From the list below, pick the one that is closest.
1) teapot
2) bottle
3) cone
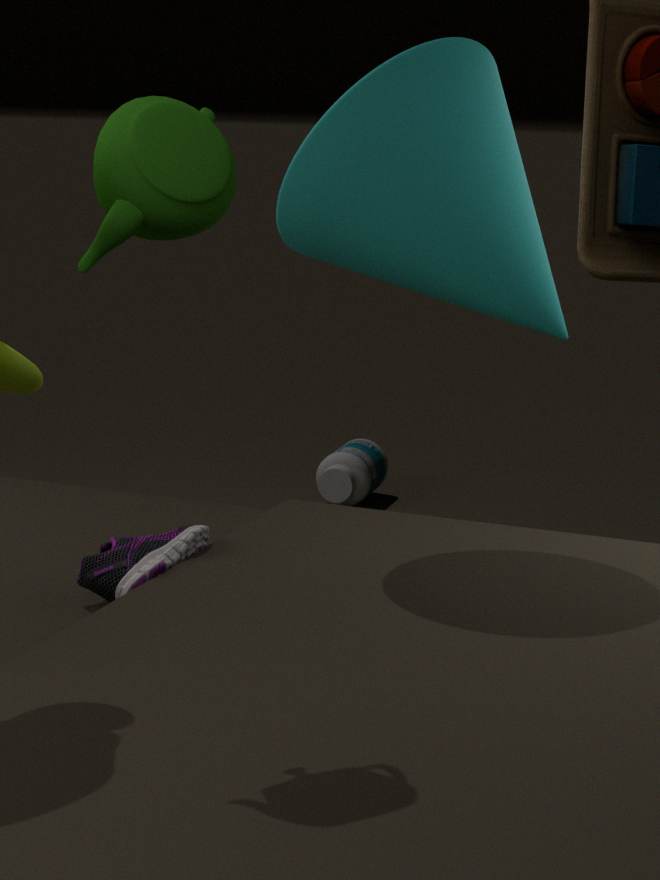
1. teapot
